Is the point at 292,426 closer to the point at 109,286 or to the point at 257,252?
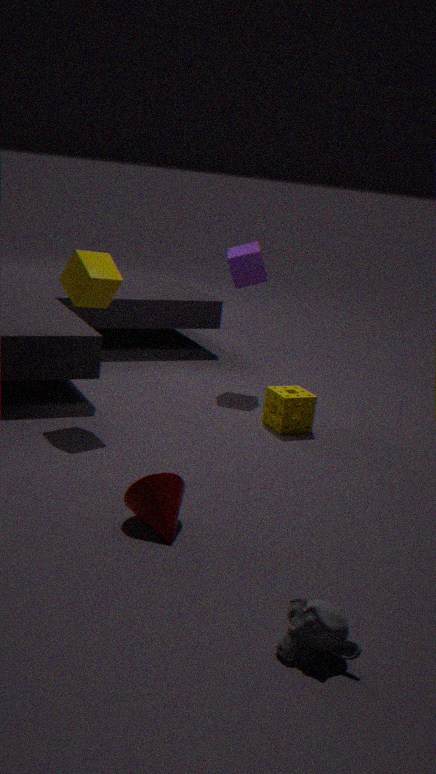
the point at 257,252
